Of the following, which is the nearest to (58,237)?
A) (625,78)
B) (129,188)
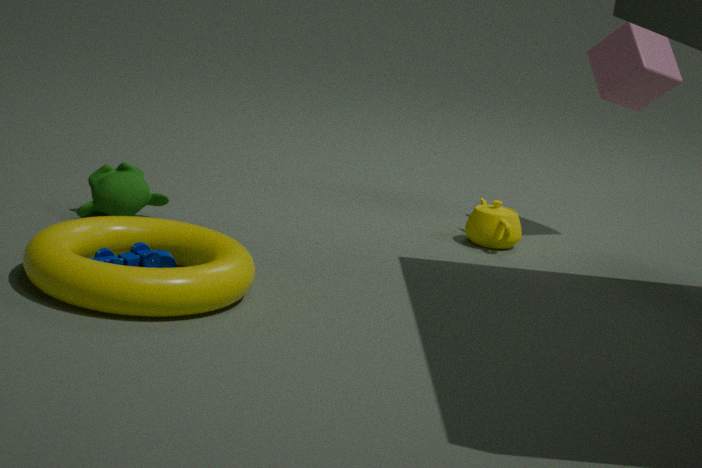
(129,188)
